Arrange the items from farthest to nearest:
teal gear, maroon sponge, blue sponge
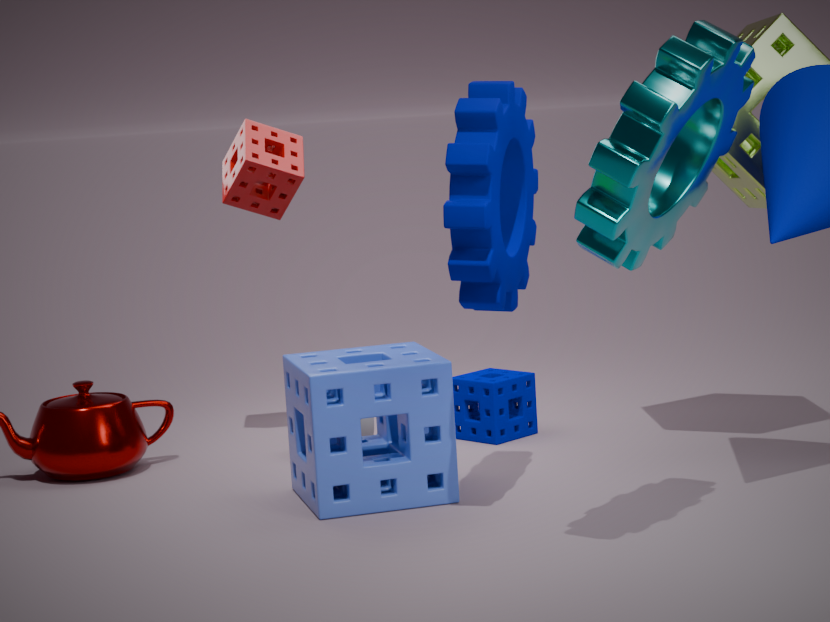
maroon sponge
blue sponge
teal gear
